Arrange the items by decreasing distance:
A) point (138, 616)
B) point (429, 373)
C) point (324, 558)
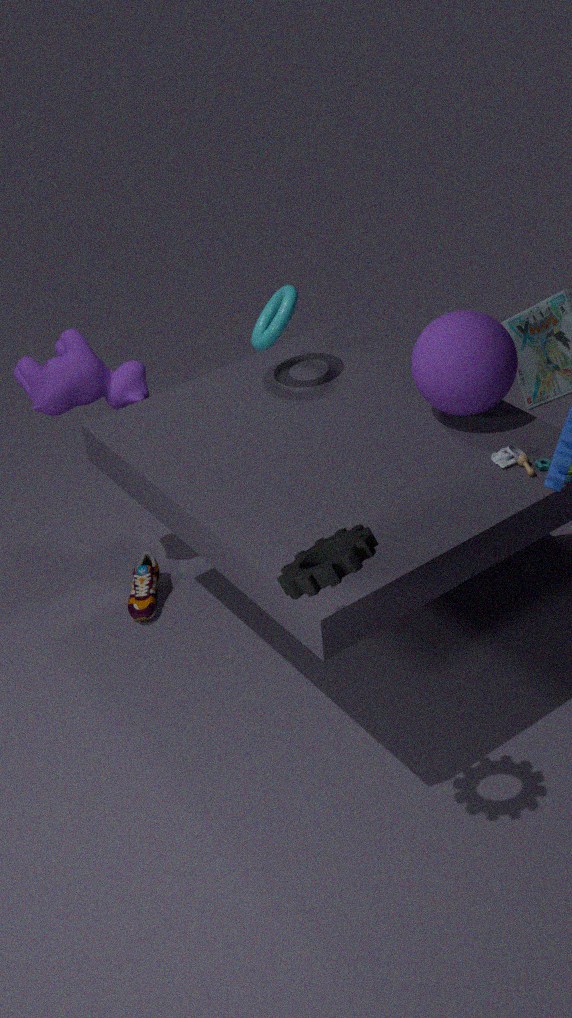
point (138, 616), point (429, 373), point (324, 558)
